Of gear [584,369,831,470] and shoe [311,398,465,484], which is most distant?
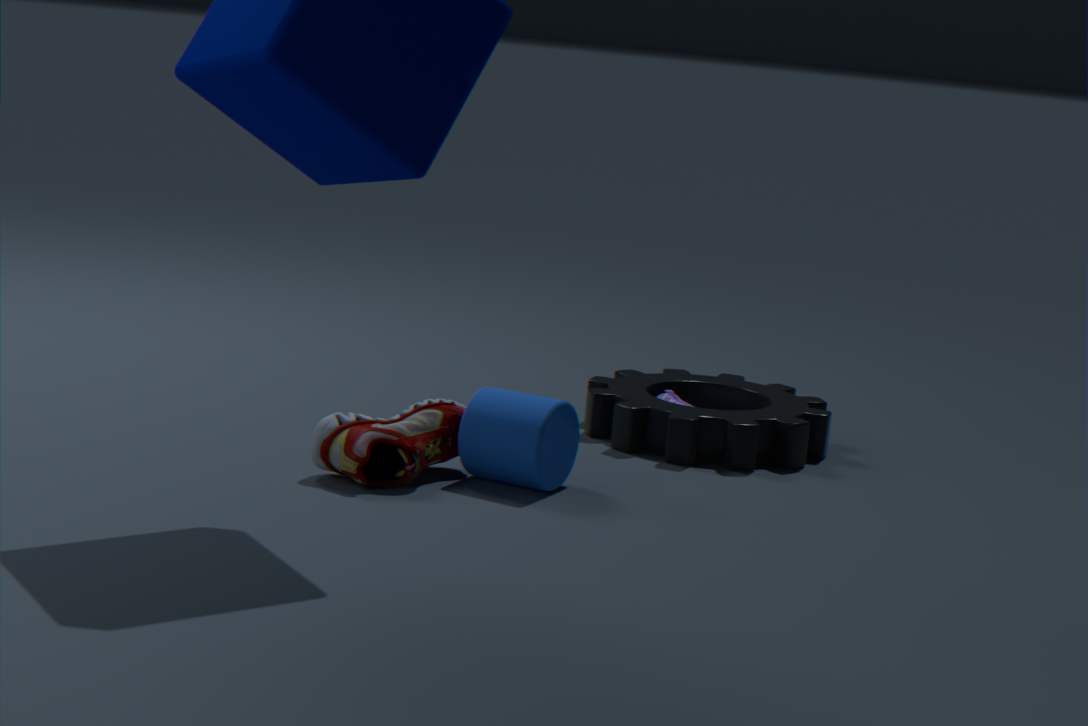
gear [584,369,831,470]
